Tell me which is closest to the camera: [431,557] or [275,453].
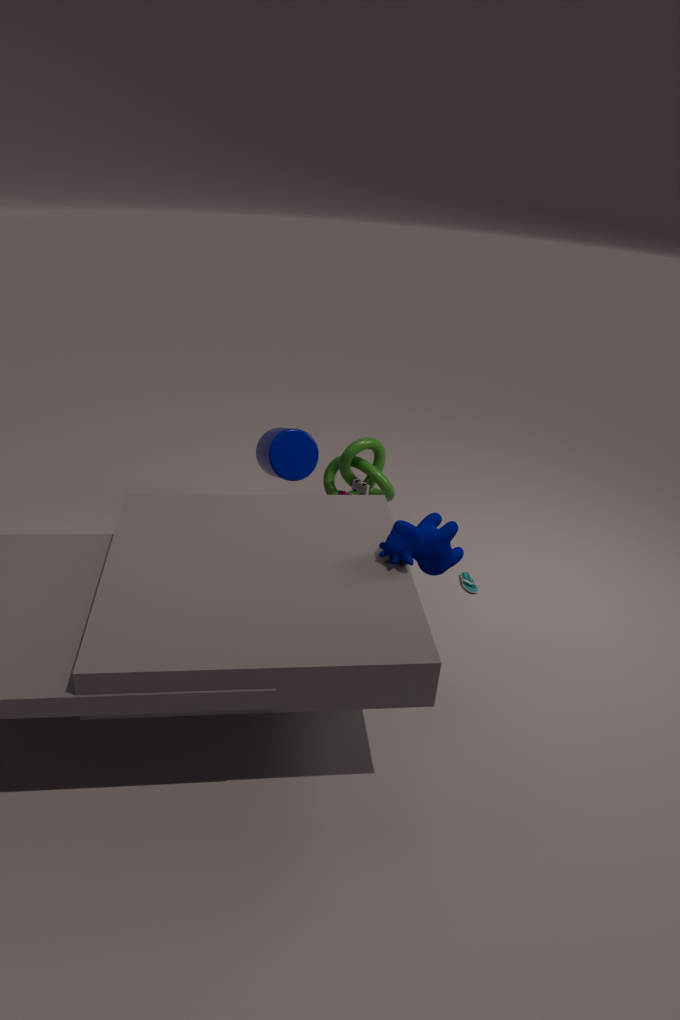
[431,557]
